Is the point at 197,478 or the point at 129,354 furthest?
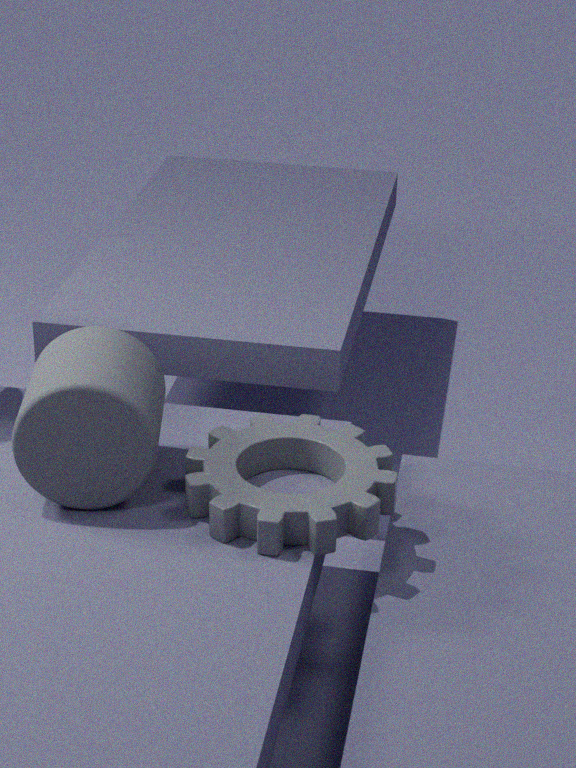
the point at 129,354
